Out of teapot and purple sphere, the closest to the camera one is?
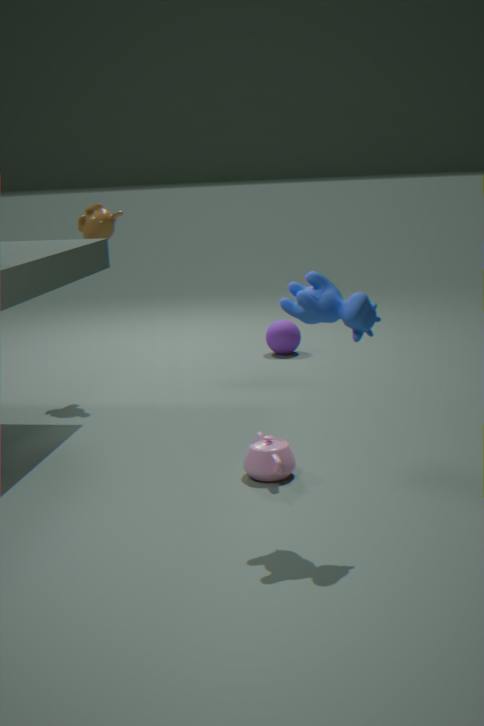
teapot
